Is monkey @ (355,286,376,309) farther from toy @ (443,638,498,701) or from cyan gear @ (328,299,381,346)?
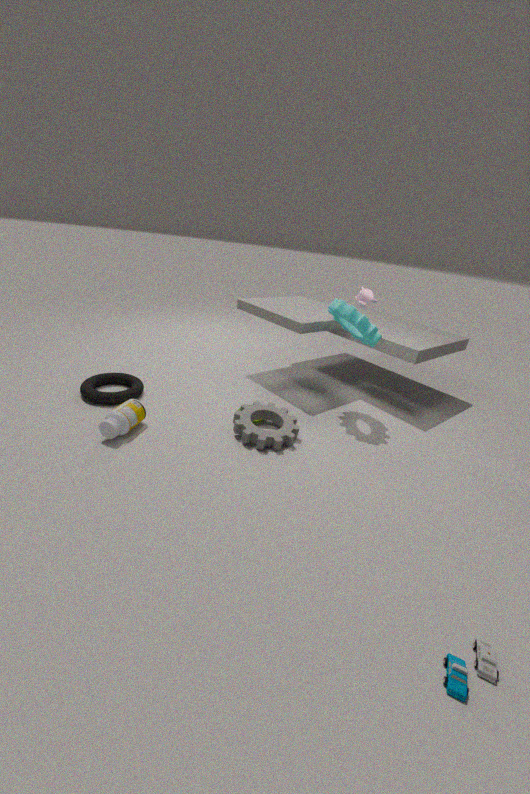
toy @ (443,638,498,701)
